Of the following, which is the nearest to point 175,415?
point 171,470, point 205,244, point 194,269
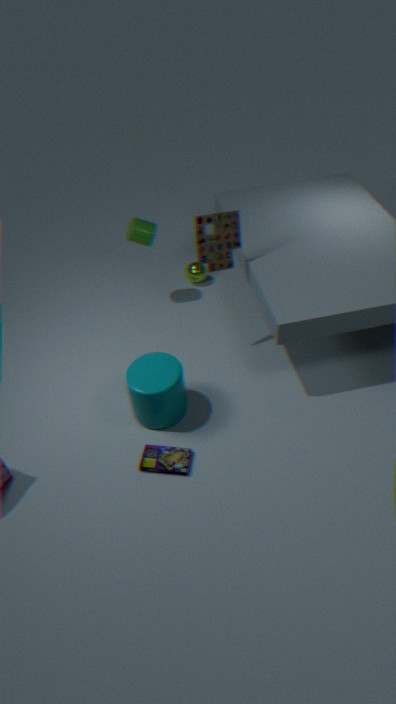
point 171,470
